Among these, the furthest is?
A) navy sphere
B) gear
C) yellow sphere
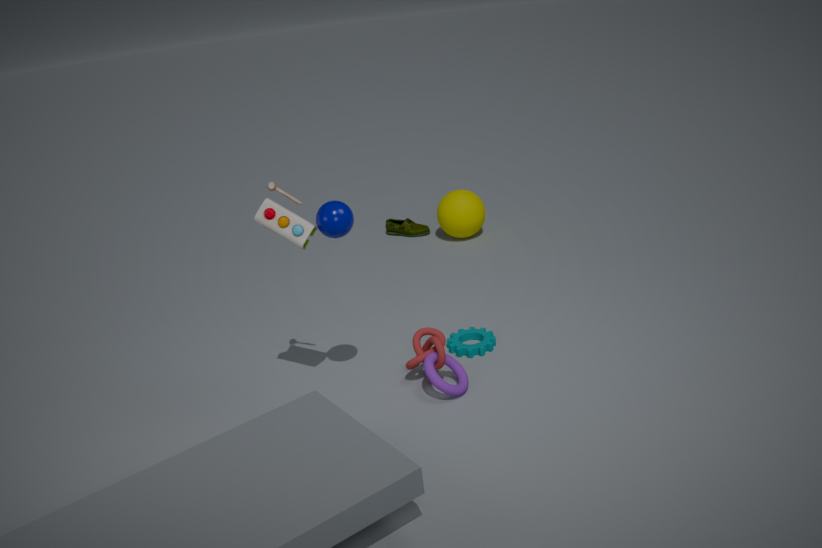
yellow sphere
